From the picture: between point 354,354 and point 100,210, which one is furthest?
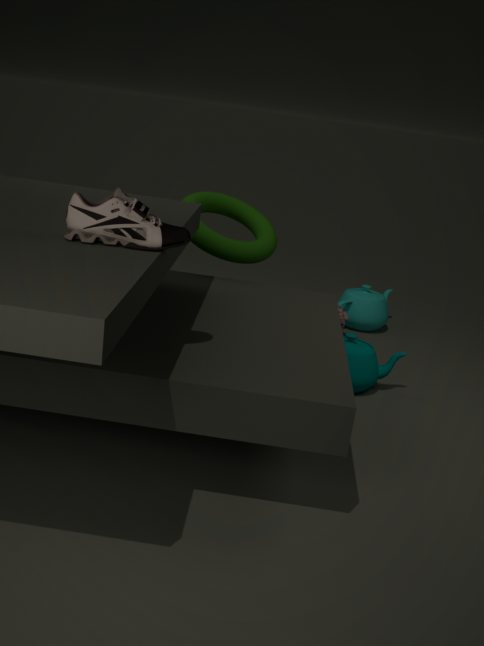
point 354,354
